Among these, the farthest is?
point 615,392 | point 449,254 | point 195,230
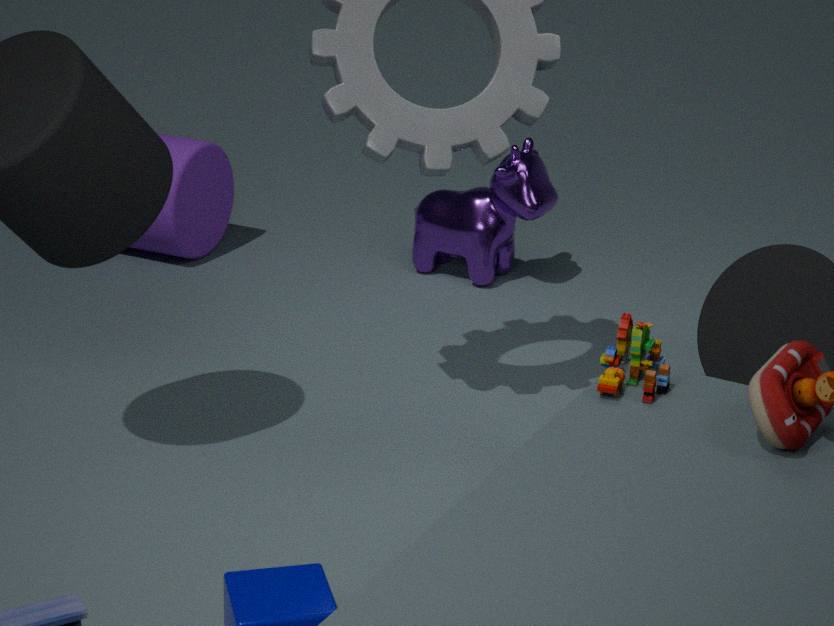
point 195,230
